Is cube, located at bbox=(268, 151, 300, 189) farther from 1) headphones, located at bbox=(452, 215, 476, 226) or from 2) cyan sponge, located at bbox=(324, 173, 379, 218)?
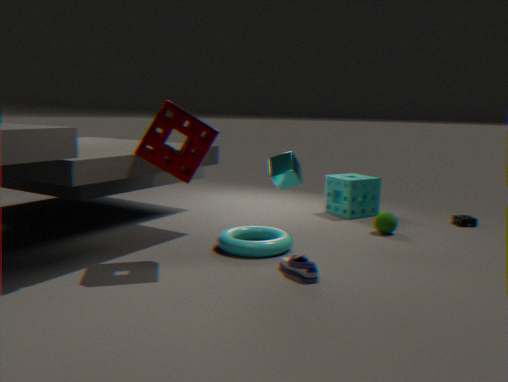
1) headphones, located at bbox=(452, 215, 476, 226)
